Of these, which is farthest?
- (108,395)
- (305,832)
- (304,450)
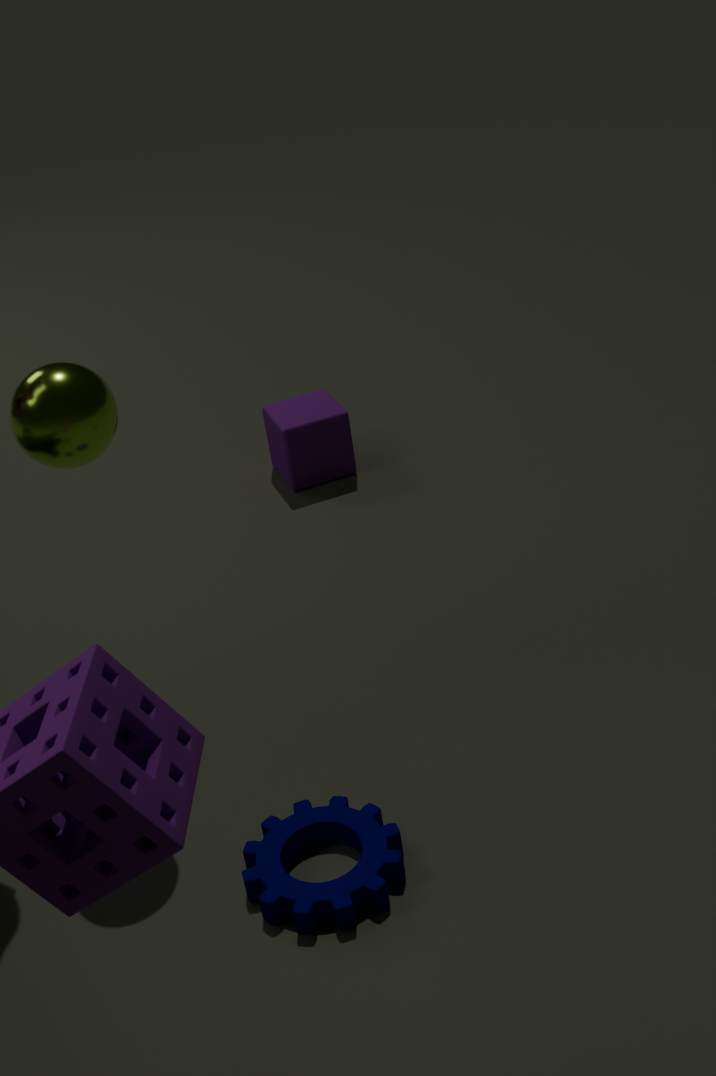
(304,450)
